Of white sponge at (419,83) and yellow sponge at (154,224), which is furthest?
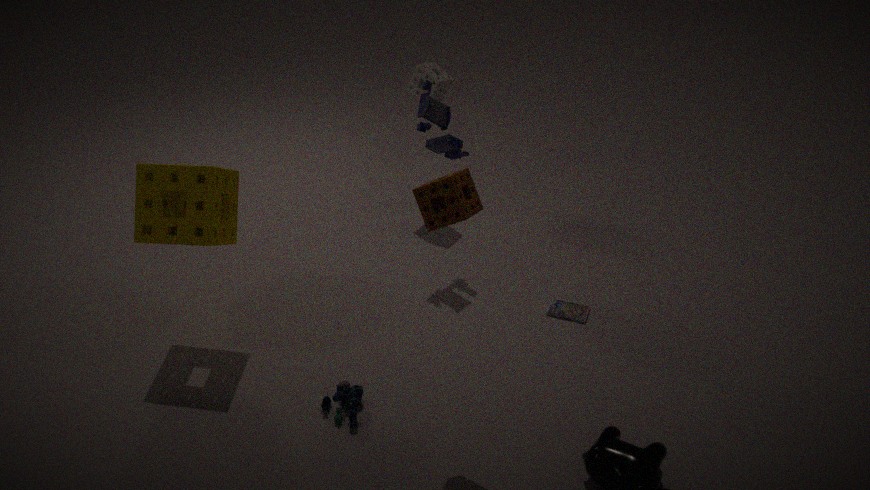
white sponge at (419,83)
